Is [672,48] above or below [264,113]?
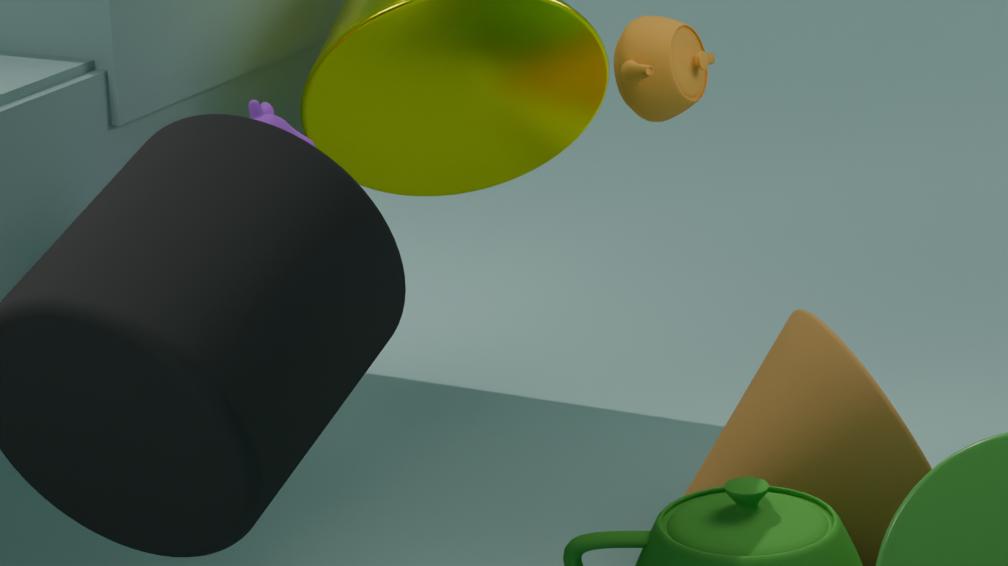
below
